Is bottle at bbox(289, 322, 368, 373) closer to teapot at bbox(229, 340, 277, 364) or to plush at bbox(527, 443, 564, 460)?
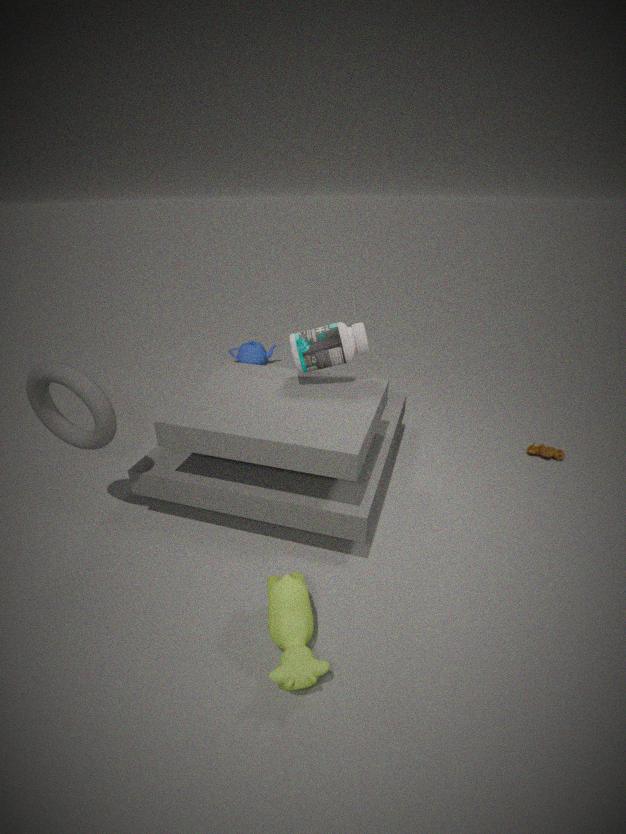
plush at bbox(527, 443, 564, 460)
